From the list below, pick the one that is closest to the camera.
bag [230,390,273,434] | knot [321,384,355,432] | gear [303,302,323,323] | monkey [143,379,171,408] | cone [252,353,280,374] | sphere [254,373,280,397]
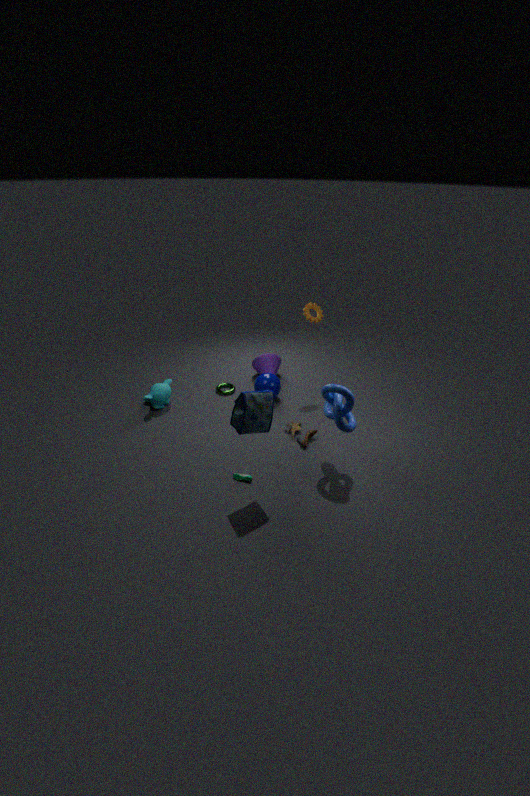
bag [230,390,273,434]
